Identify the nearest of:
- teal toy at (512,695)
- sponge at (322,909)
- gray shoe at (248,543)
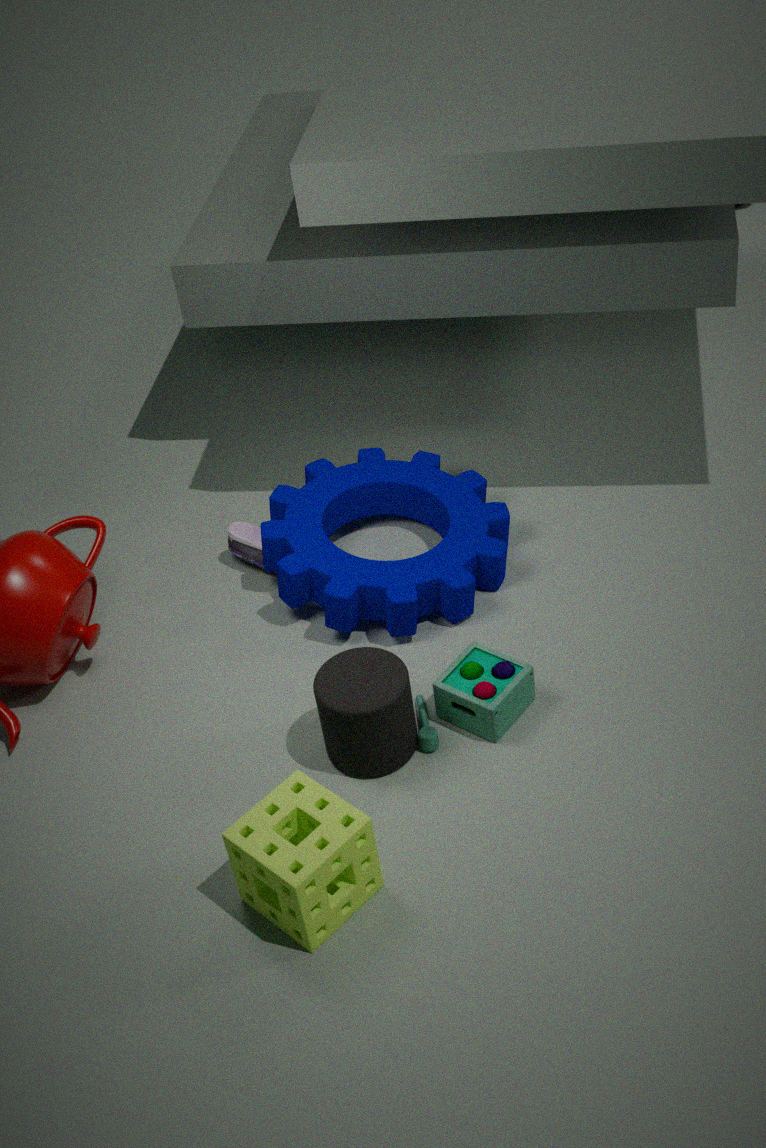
sponge at (322,909)
